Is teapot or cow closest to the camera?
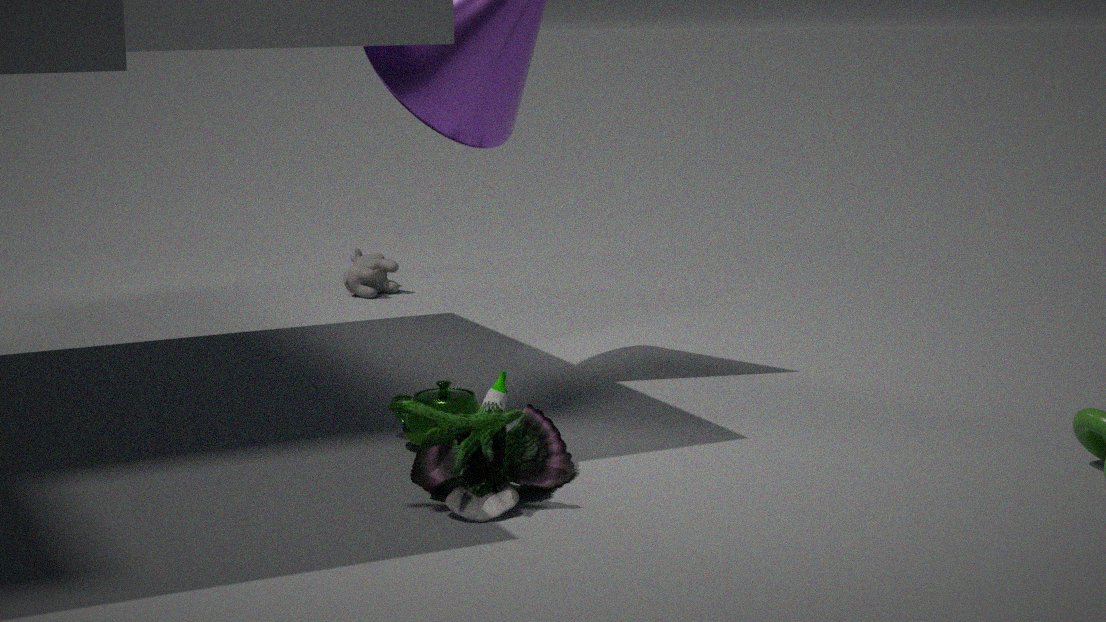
teapot
